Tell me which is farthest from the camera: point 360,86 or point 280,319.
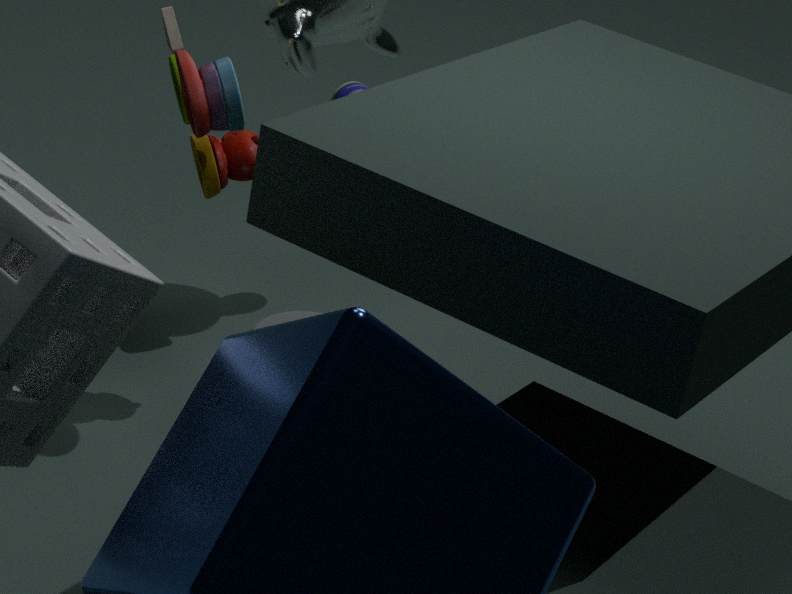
point 360,86
